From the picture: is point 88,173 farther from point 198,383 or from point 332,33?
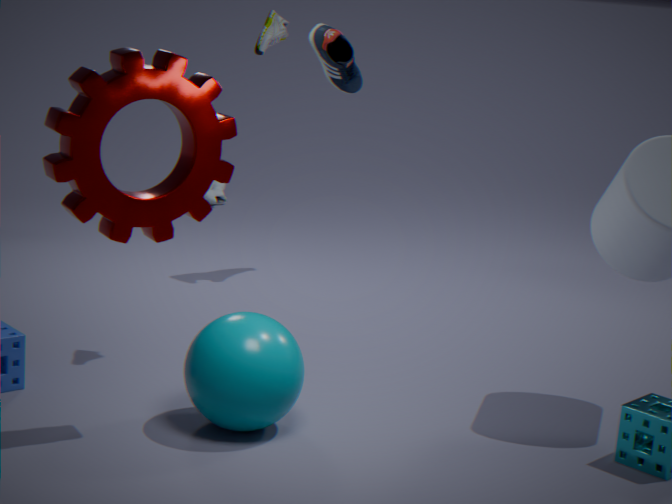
point 332,33
